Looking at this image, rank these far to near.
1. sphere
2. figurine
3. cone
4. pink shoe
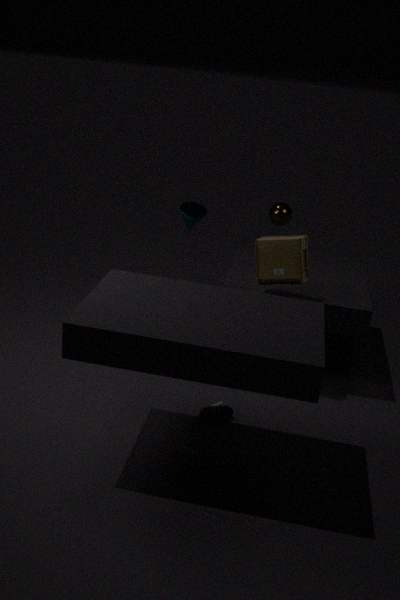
→ cone, sphere, figurine, pink shoe
